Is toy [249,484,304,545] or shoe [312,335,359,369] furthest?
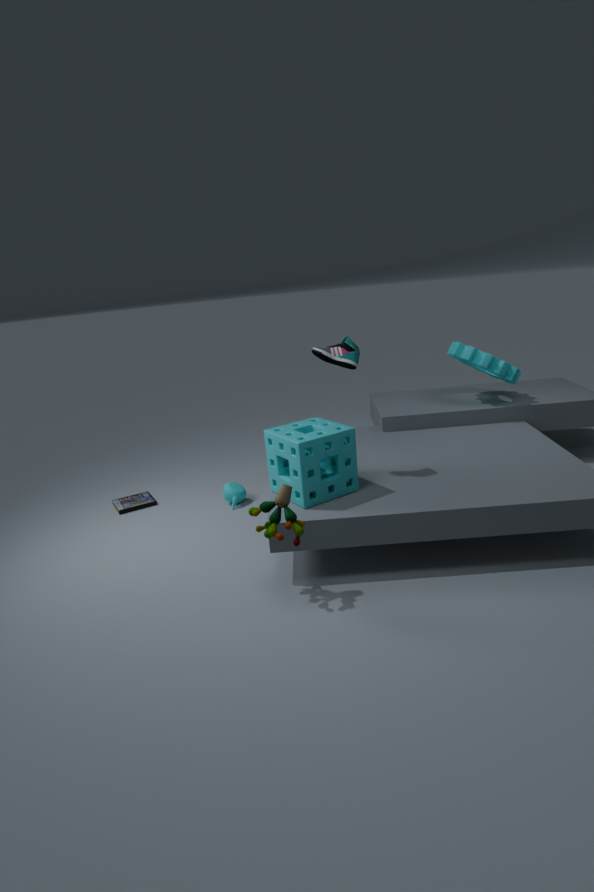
shoe [312,335,359,369]
